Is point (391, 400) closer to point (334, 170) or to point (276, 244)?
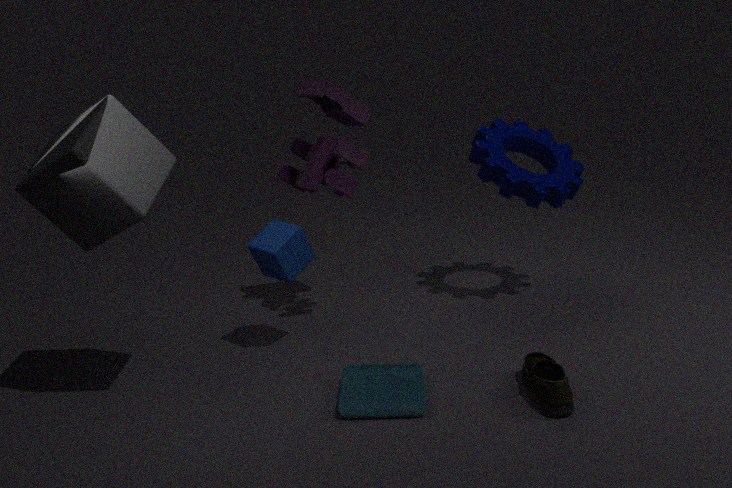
point (276, 244)
